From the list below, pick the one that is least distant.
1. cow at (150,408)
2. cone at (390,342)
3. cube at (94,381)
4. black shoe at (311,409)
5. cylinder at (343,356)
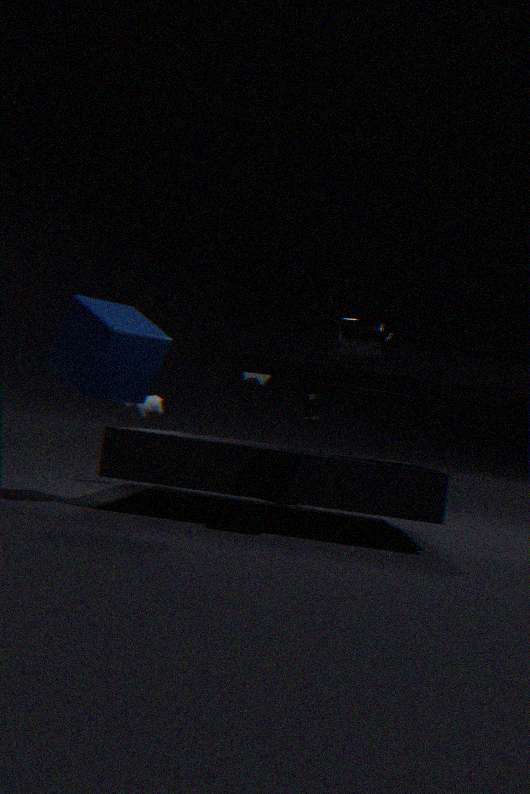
cylinder at (343,356)
